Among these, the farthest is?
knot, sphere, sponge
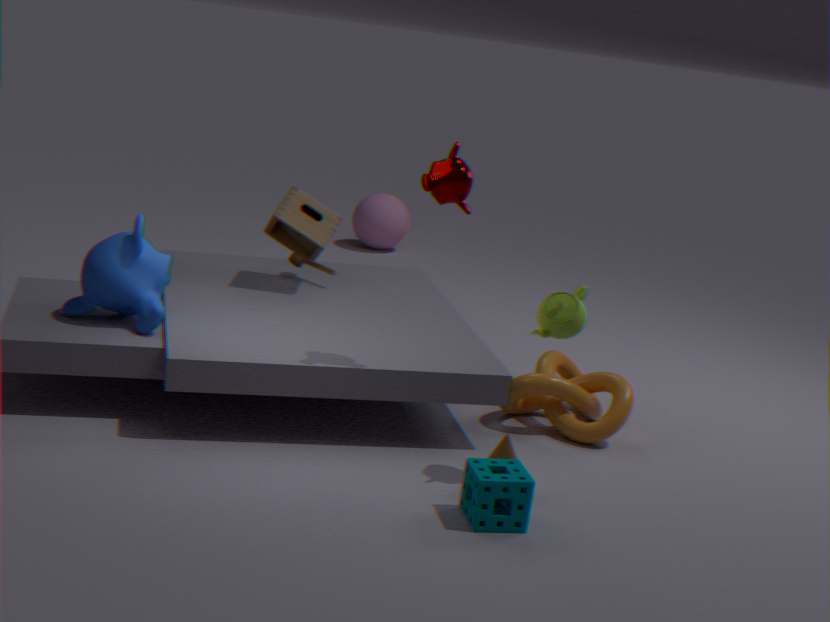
sphere
